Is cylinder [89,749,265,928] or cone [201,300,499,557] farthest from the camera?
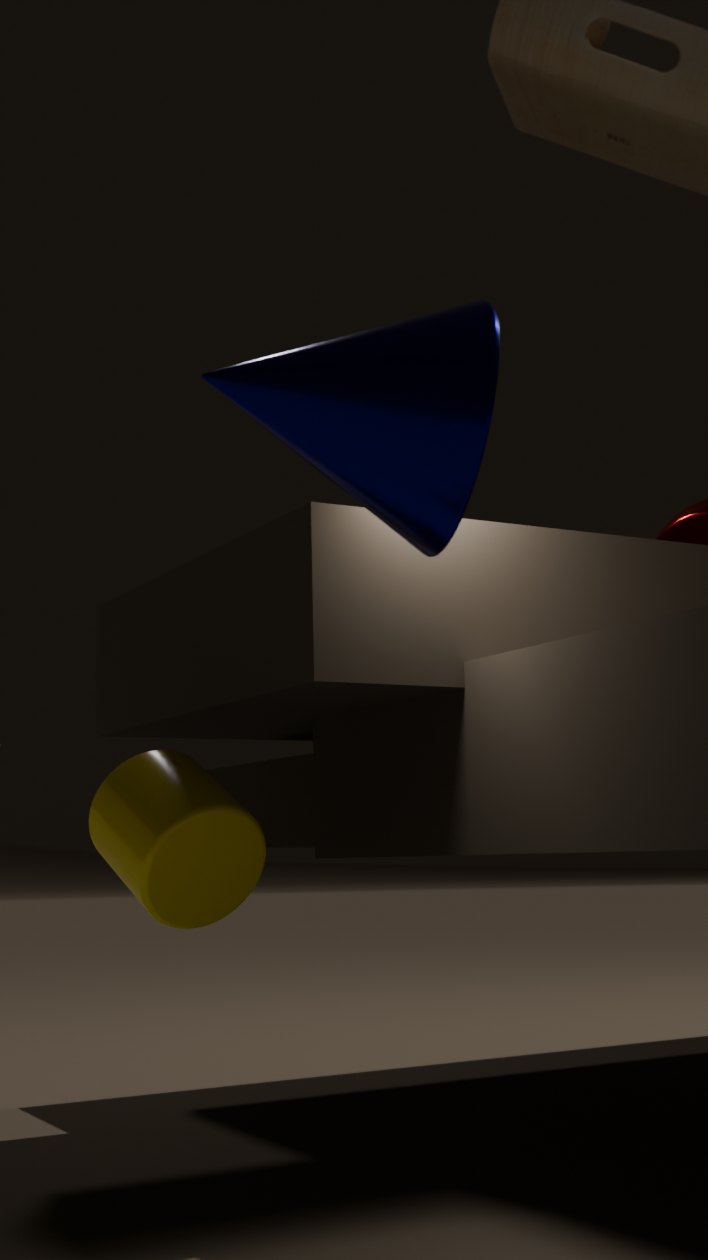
cylinder [89,749,265,928]
